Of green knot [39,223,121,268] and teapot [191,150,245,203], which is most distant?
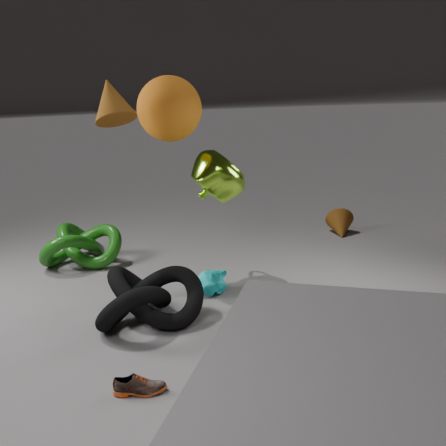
green knot [39,223,121,268]
